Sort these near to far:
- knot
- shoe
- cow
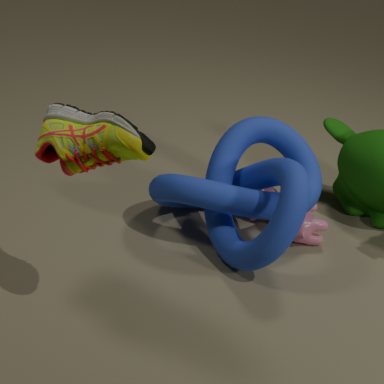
shoe < knot < cow
